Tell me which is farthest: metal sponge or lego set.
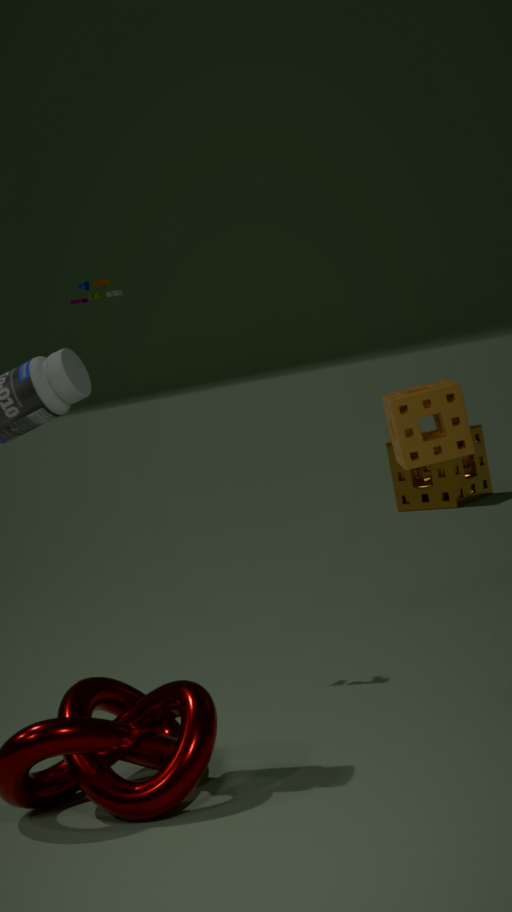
metal sponge
